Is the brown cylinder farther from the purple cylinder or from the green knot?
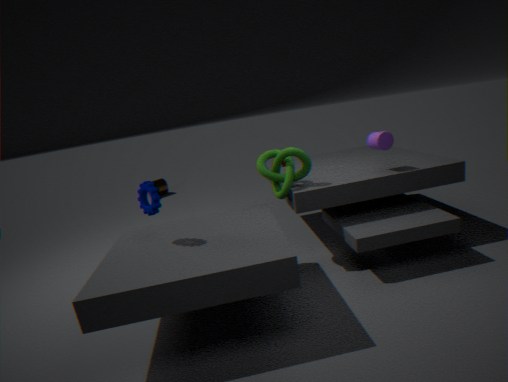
the purple cylinder
